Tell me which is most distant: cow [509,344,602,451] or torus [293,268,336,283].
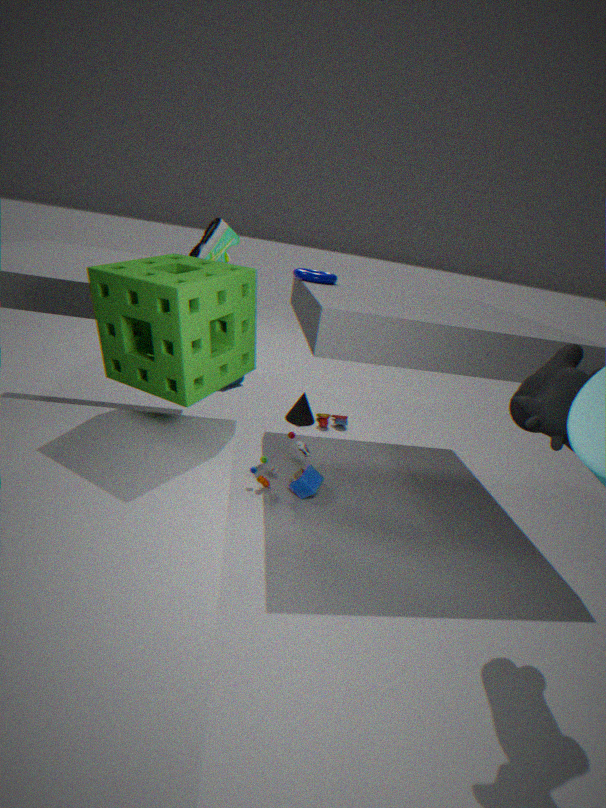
torus [293,268,336,283]
